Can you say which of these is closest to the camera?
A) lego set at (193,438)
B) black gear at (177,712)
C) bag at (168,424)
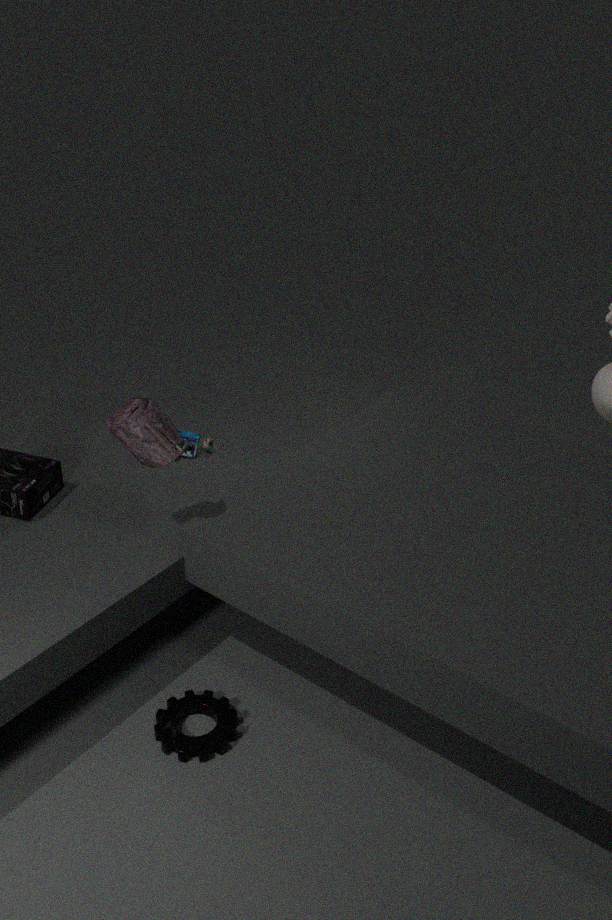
black gear at (177,712)
